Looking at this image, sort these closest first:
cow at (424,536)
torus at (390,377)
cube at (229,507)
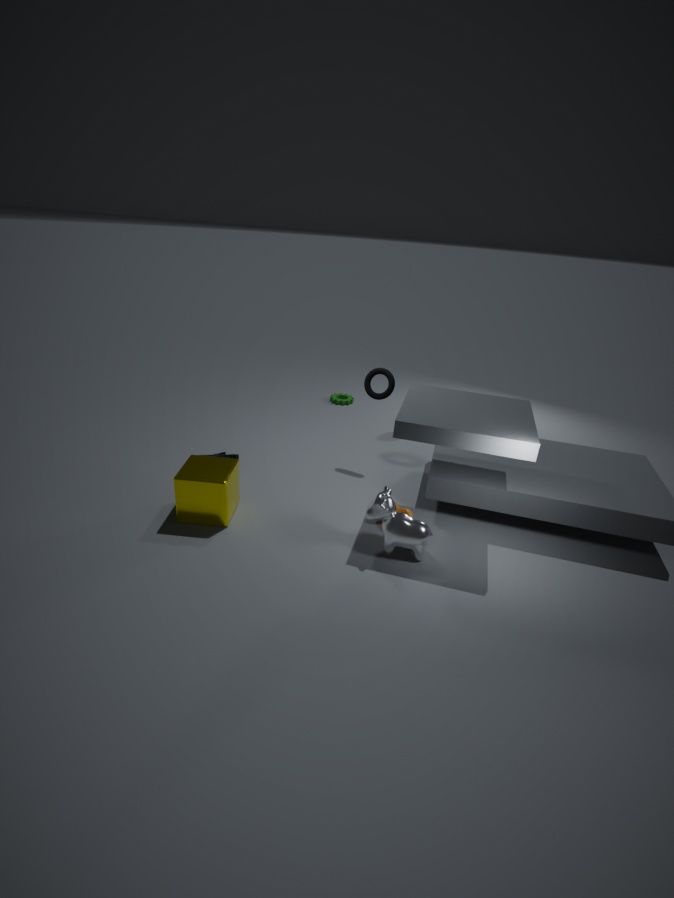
cow at (424,536) < cube at (229,507) < torus at (390,377)
